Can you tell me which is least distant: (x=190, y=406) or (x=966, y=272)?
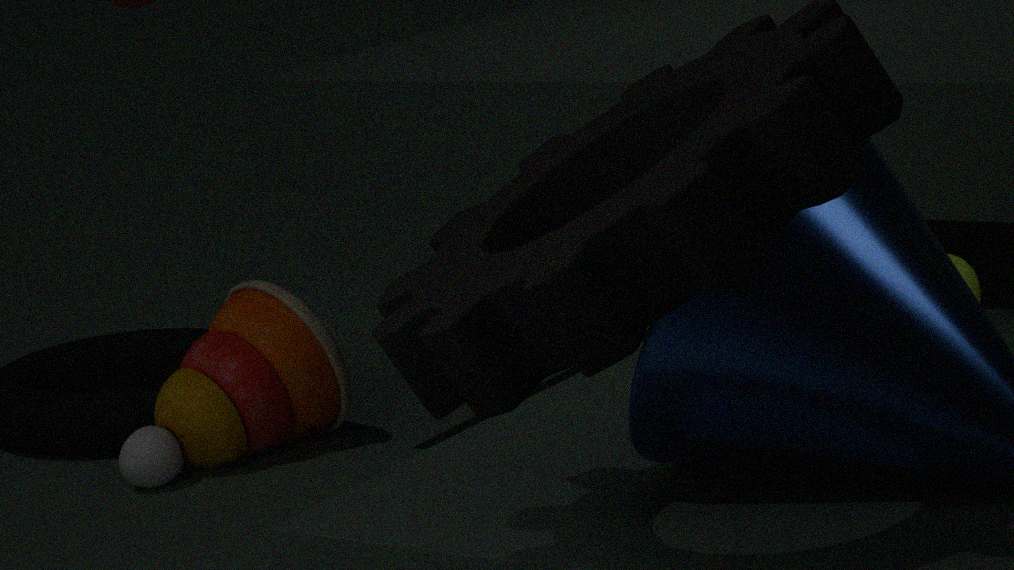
(x=966, y=272)
